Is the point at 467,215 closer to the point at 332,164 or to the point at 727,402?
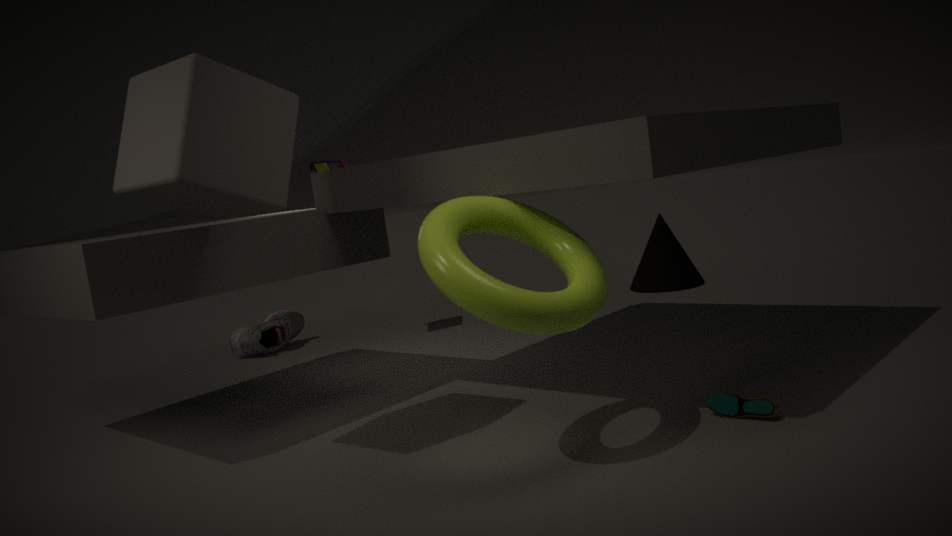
the point at 727,402
